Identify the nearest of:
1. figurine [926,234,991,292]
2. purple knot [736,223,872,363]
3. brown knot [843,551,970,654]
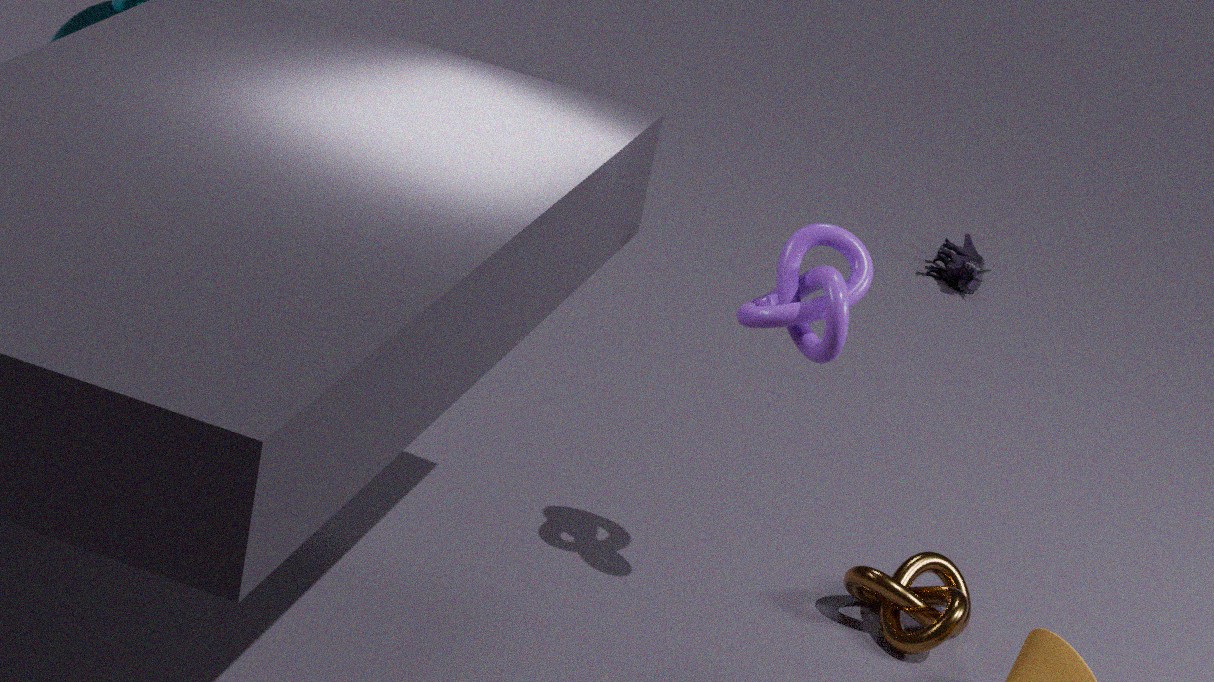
purple knot [736,223,872,363]
